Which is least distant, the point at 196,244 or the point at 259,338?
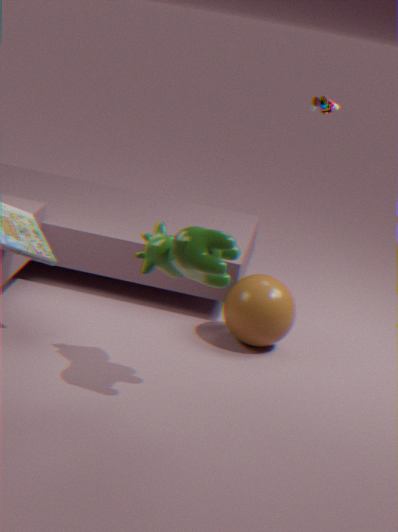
the point at 196,244
